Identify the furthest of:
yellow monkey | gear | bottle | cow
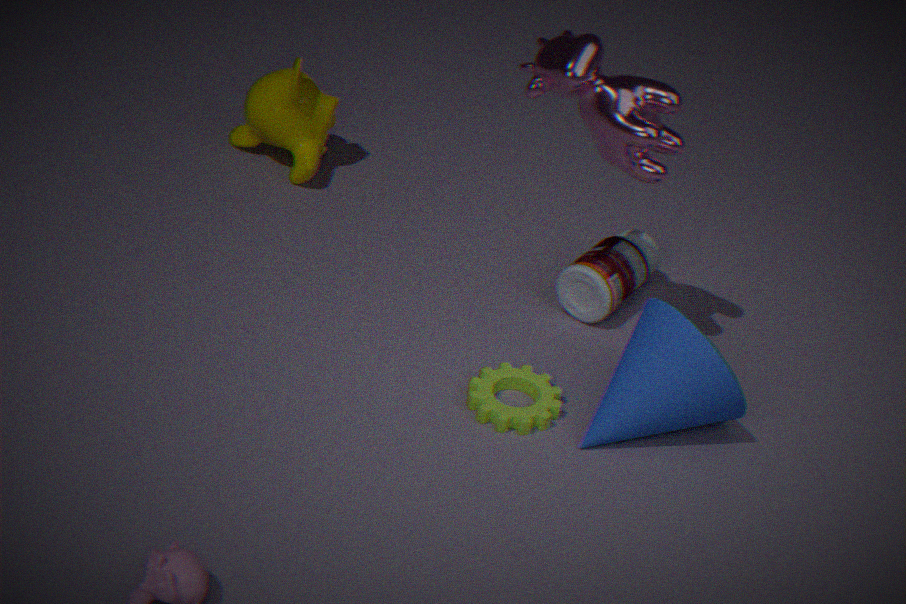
yellow monkey
